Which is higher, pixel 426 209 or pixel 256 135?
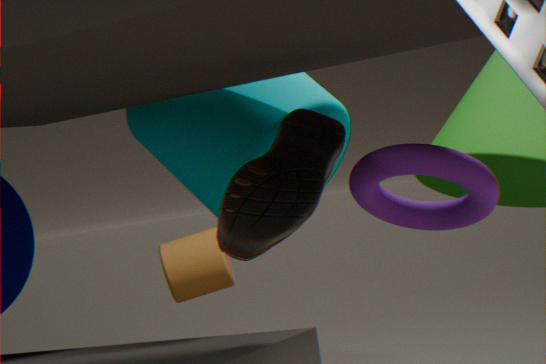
pixel 256 135
